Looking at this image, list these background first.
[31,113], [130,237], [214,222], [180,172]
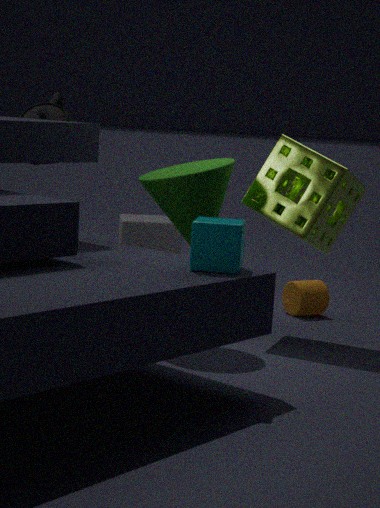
[130,237] < [31,113] < [180,172] < [214,222]
